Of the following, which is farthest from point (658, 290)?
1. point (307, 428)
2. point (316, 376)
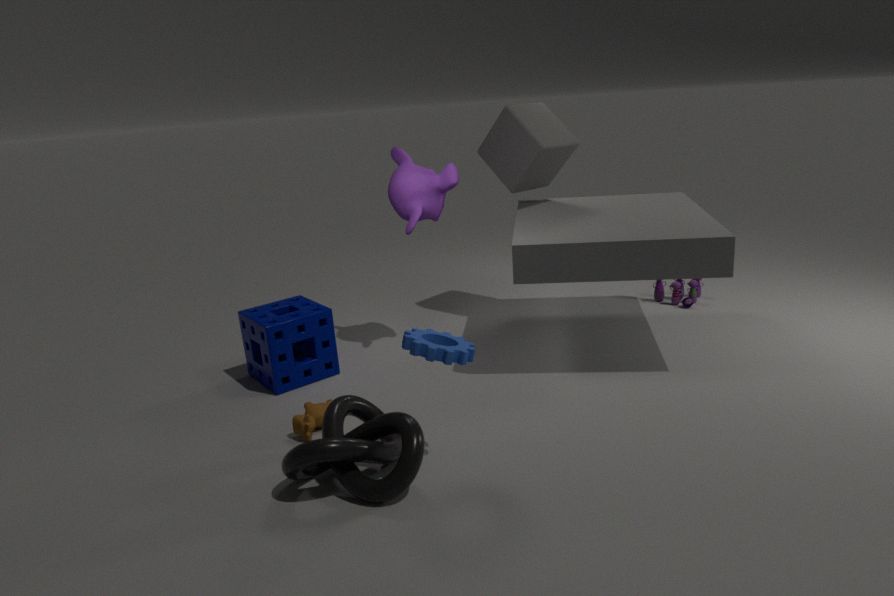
point (307, 428)
